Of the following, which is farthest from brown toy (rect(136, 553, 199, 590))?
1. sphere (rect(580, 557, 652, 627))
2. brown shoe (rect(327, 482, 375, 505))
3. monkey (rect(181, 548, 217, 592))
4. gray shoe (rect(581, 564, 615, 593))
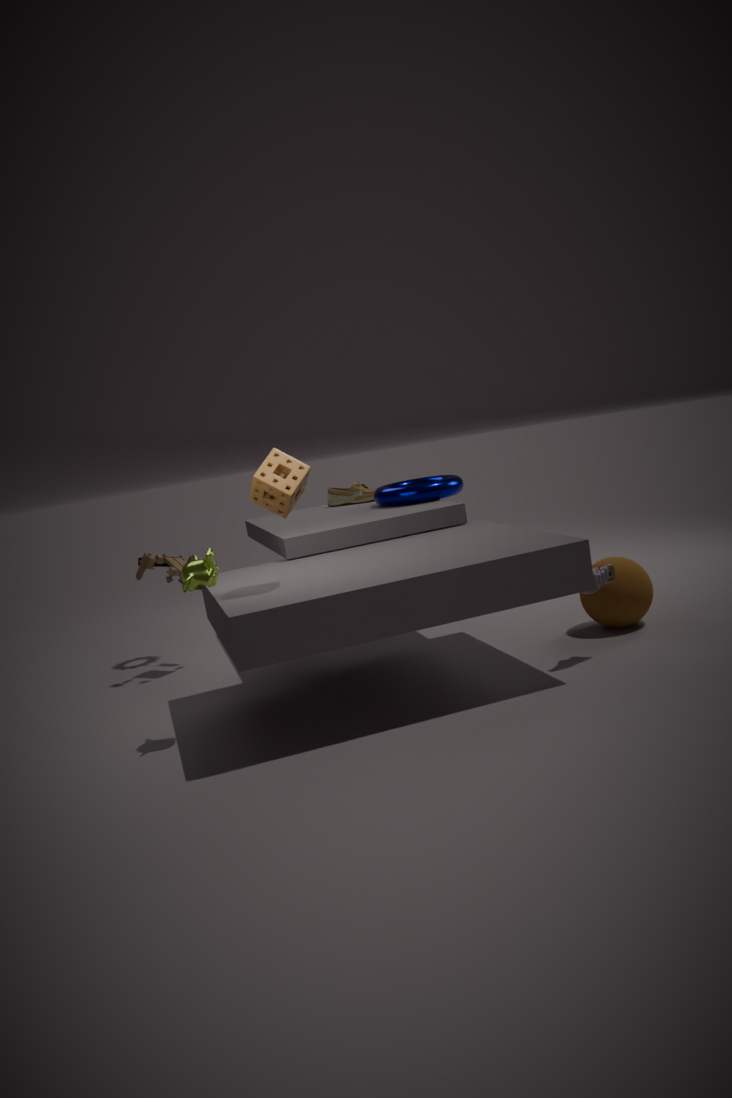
gray shoe (rect(581, 564, 615, 593))
